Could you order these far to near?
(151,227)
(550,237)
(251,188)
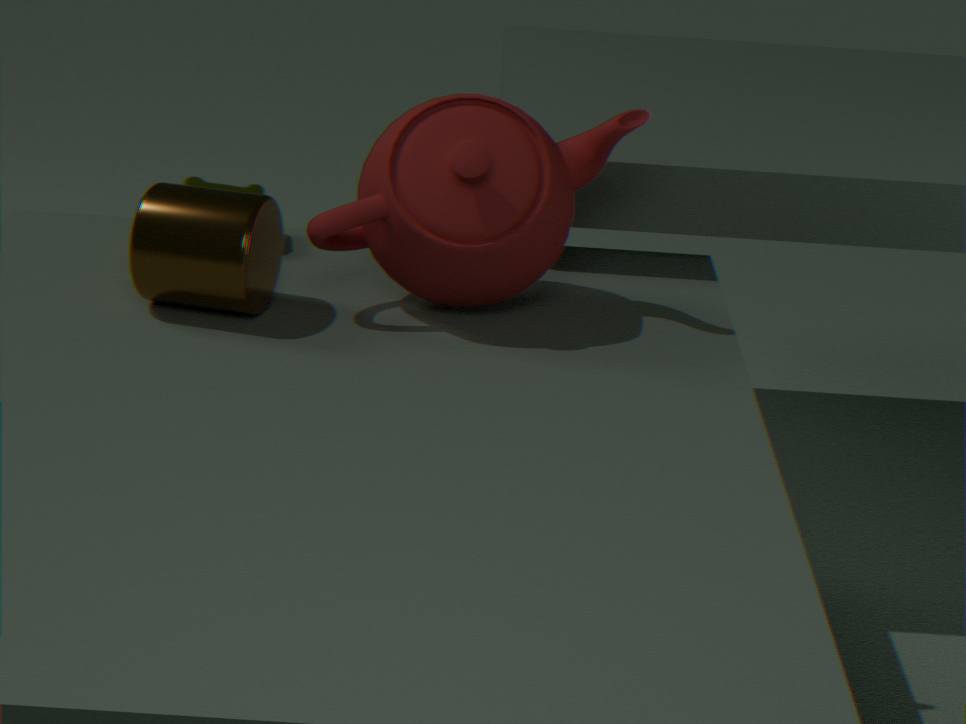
(251,188) < (550,237) < (151,227)
